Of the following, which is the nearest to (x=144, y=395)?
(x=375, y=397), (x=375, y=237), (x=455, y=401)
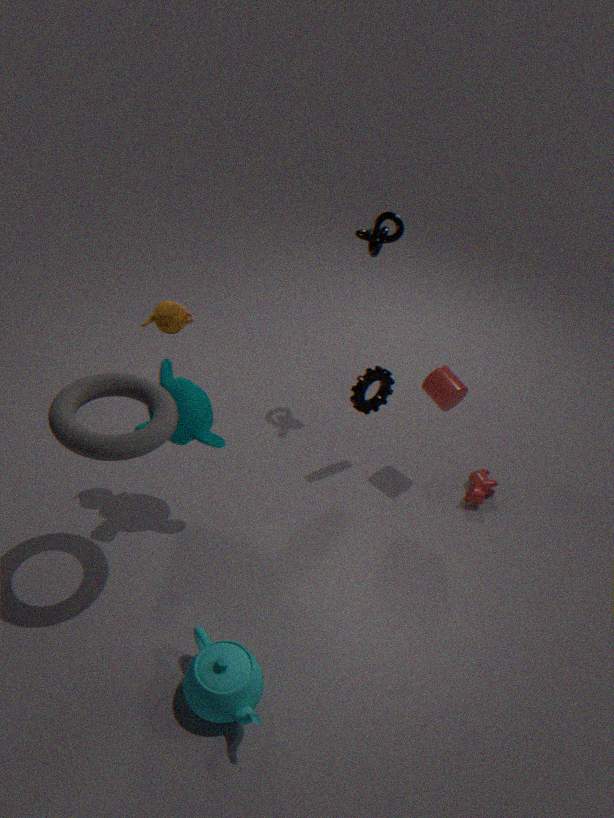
(x=375, y=397)
